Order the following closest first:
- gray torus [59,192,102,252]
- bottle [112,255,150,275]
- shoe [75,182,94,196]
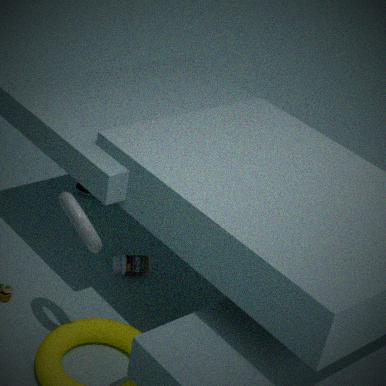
gray torus [59,192,102,252], bottle [112,255,150,275], shoe [75,182,94,196]
